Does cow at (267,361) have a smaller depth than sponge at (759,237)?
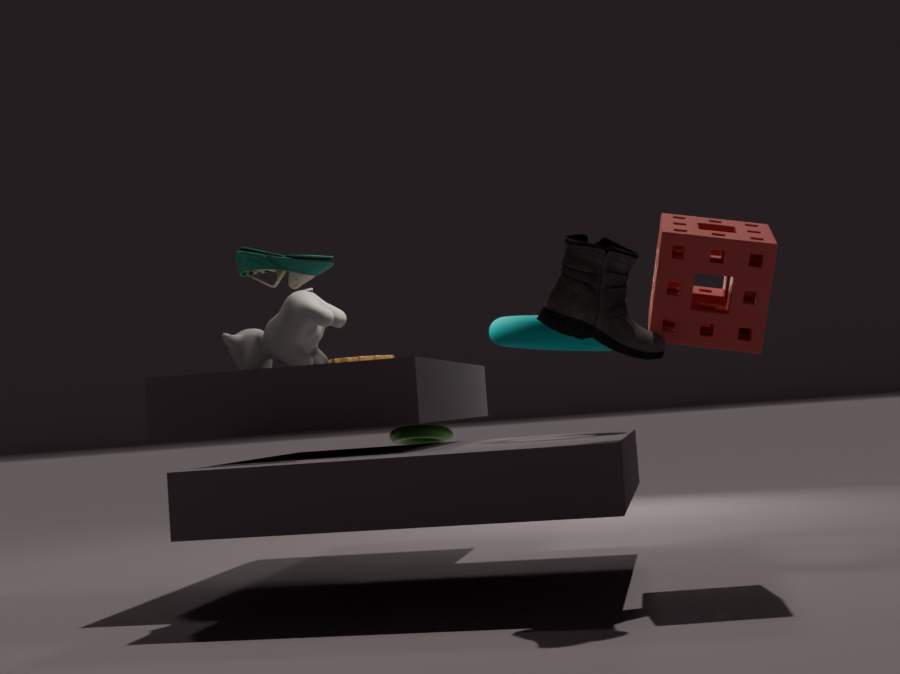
No
